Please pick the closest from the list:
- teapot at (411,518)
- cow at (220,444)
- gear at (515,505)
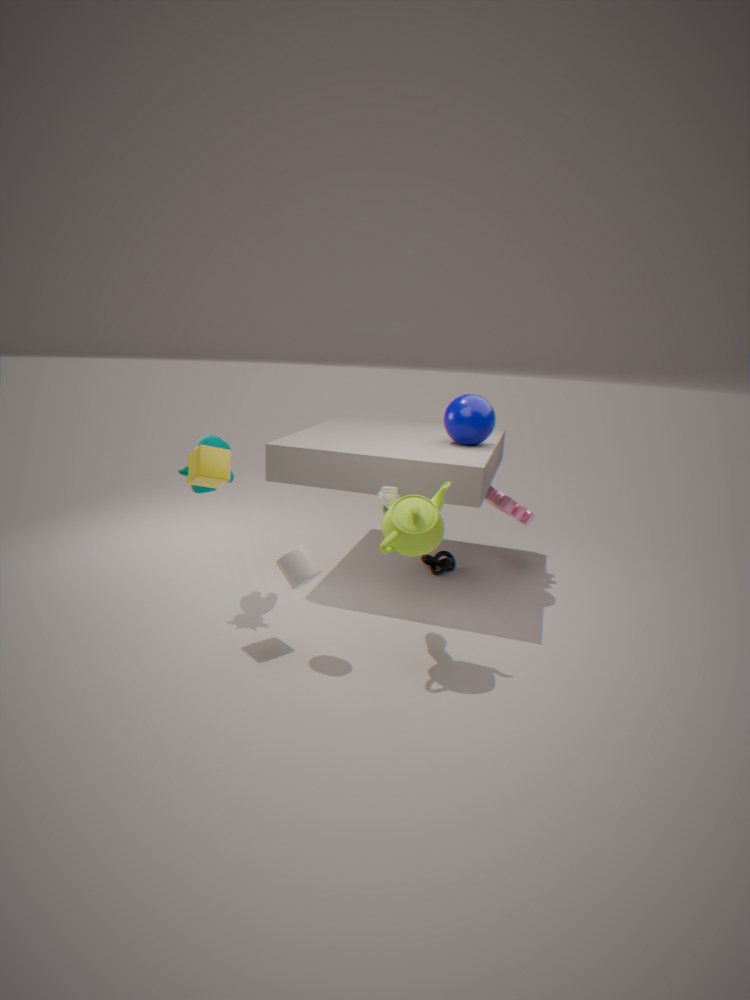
teapot at (411,518)
